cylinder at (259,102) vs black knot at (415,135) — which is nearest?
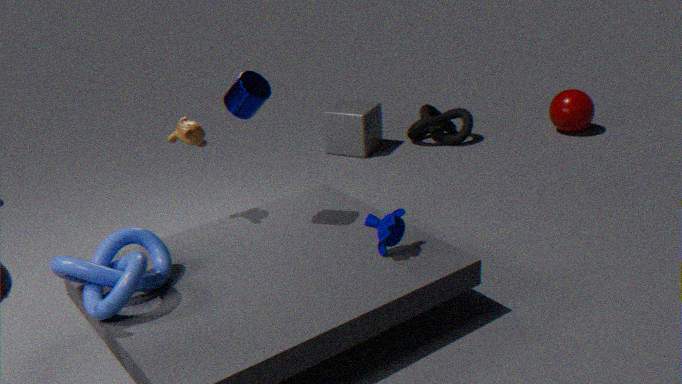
cylinder at (259,102)
